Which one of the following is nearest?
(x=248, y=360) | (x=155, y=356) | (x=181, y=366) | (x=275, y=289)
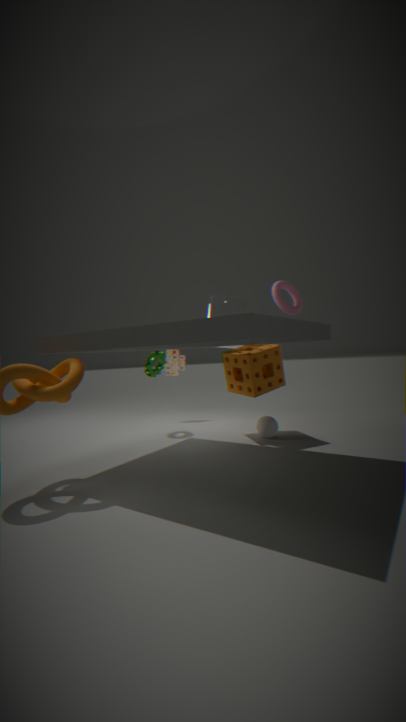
(x=275, y=289)
